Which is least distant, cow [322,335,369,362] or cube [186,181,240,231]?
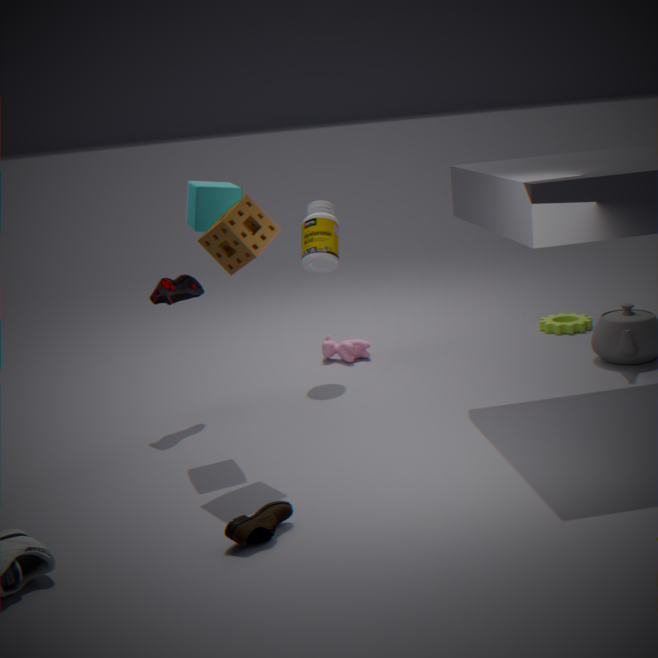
cube [186,181,240,231]
